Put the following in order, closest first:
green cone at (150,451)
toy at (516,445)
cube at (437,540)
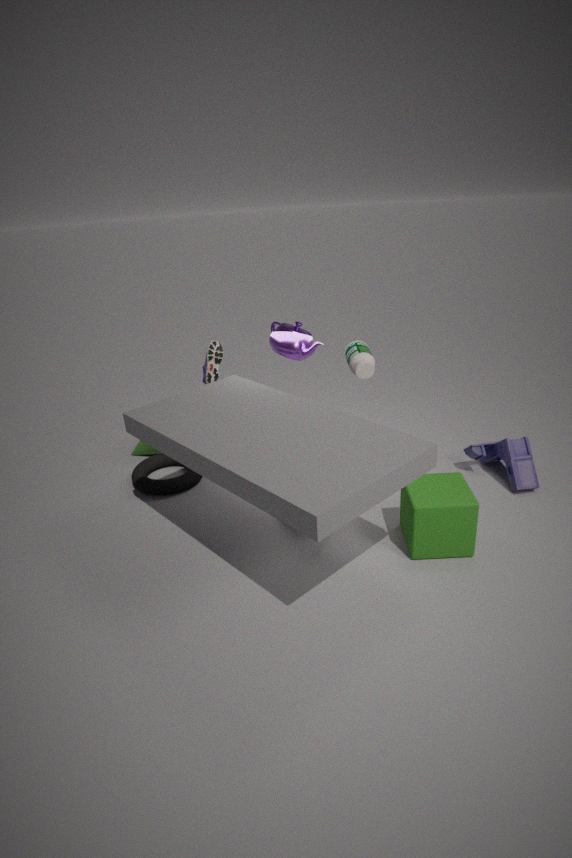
cube at (437,540) < toy at (516,445) < green cone at (150,451)
